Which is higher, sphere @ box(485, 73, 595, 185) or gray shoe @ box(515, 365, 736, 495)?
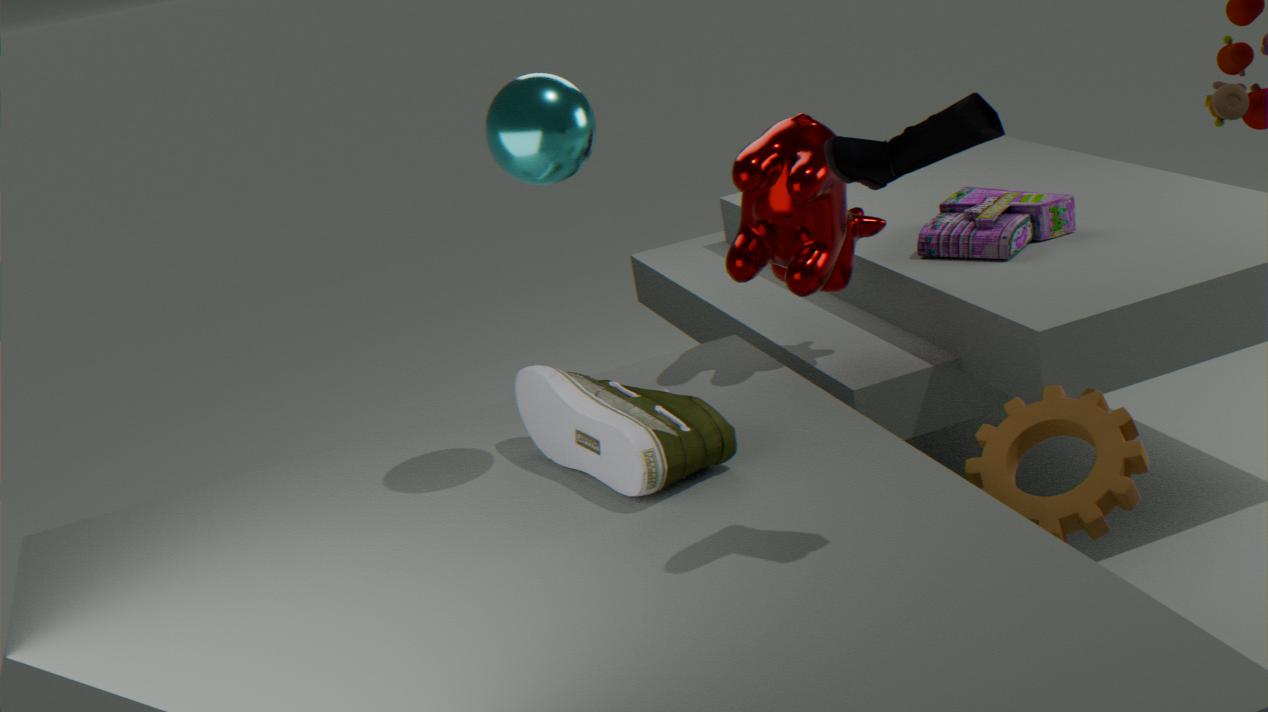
sphere @ box(485, 73, 595, 185)
